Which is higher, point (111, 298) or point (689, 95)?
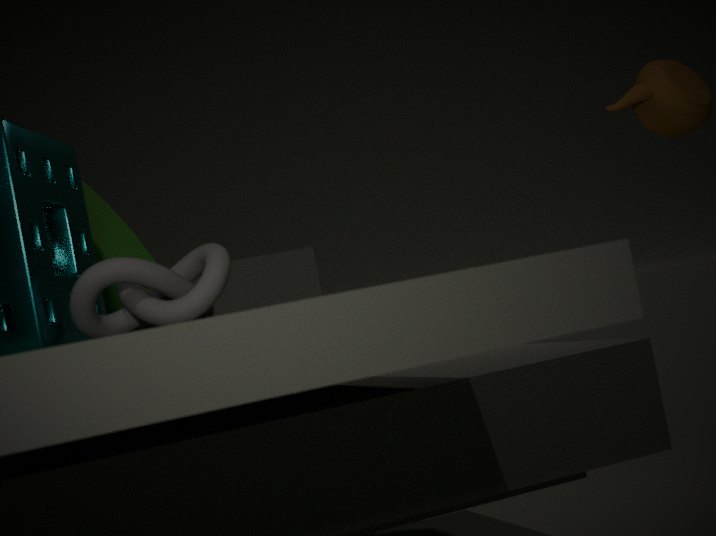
point (689, 95)
